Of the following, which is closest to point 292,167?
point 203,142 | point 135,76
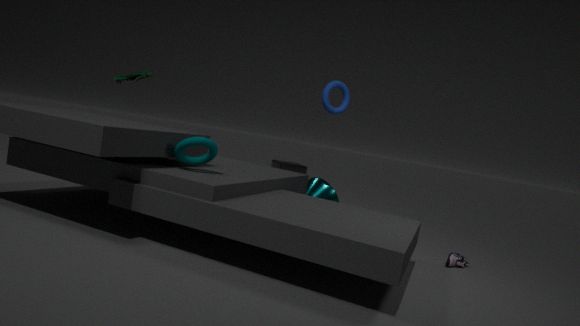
point 135,76
